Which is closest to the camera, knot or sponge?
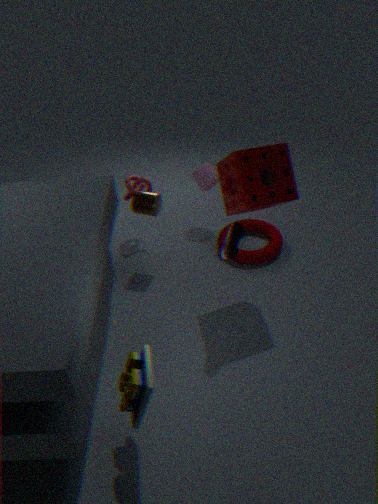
sponge
